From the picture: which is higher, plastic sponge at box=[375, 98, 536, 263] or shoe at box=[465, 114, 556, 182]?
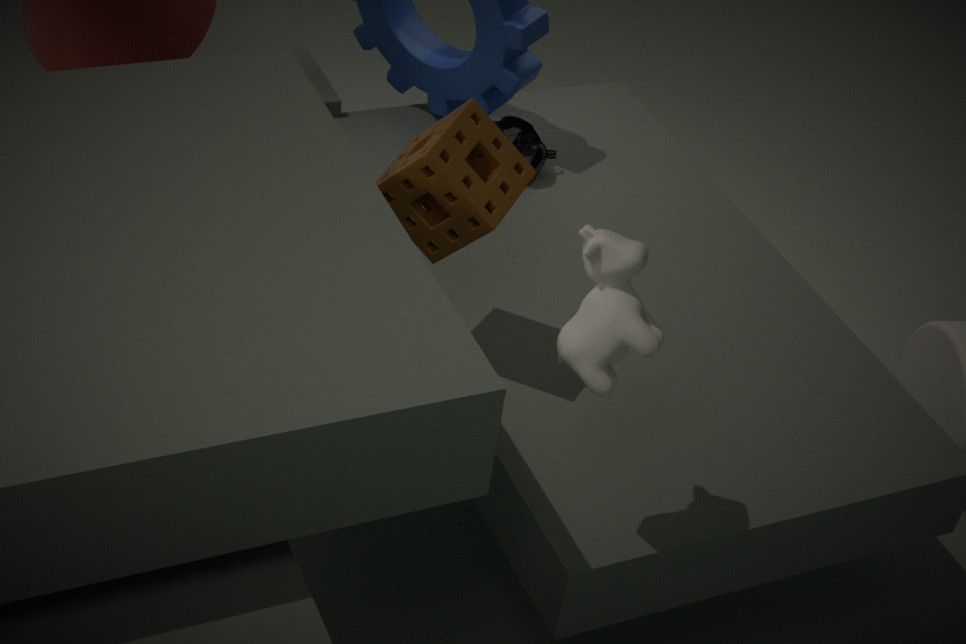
plastic sponge at box=[375, 98, 536, 263]
